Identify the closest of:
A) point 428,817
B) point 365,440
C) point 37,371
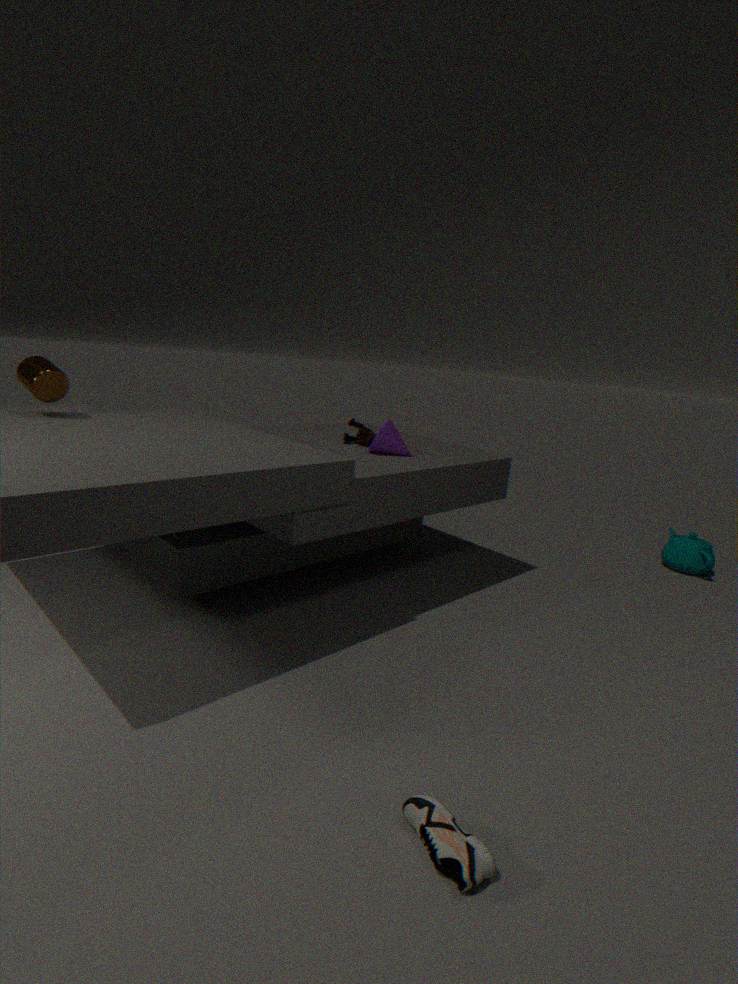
point 428,817
